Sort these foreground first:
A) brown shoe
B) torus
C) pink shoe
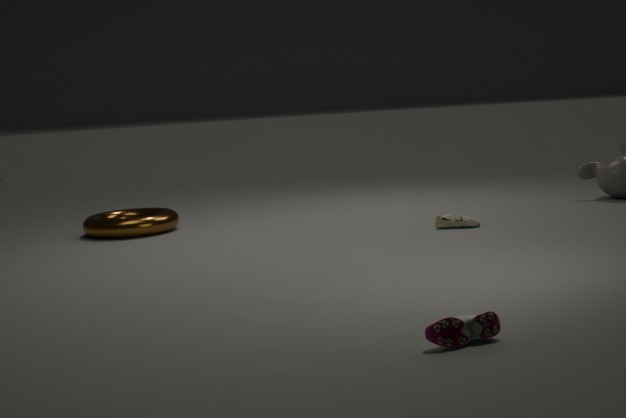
pink shoe < brown shoe < torus
